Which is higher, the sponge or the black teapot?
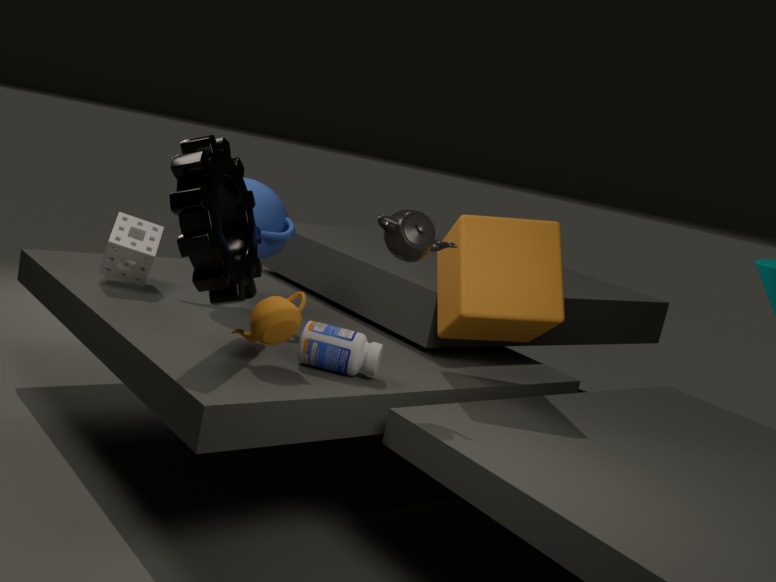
the black teapot
